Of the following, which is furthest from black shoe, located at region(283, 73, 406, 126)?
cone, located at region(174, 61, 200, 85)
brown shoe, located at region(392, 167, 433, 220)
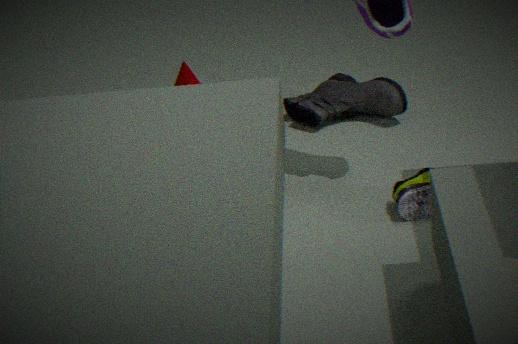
brown shoe, located at region(392, 167, 433, 220)
